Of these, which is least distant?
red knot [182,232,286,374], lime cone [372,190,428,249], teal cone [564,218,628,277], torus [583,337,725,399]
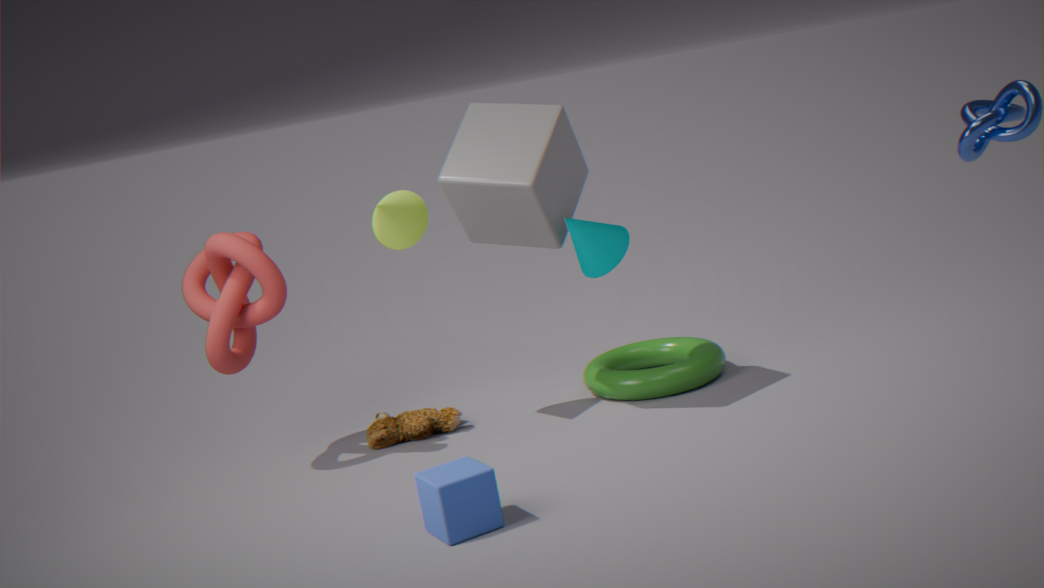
red knot [182,232,286,374]
